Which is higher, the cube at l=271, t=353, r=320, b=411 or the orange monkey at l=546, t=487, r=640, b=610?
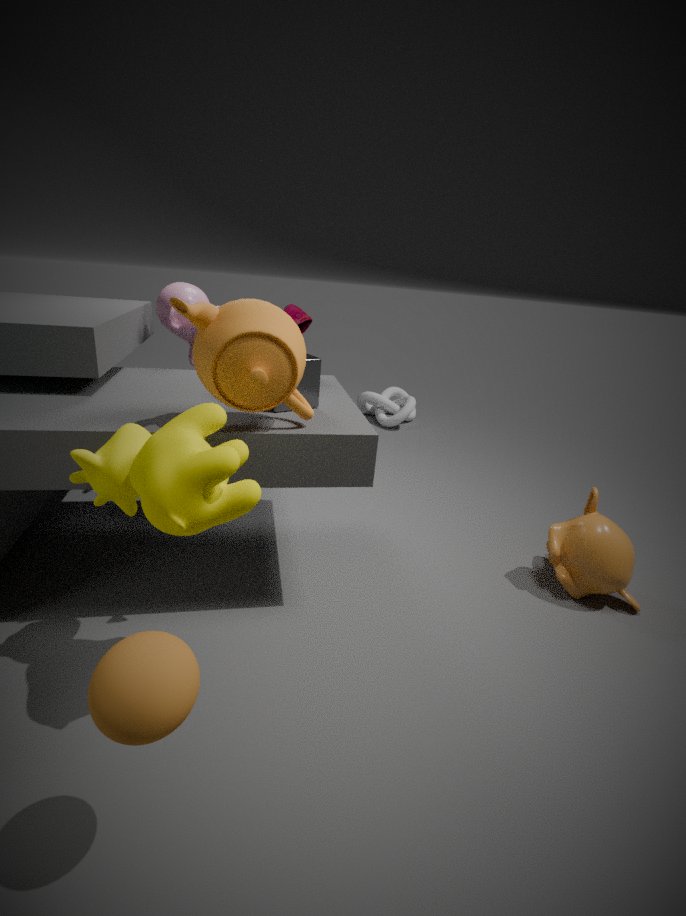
the cube at l=271, t=353, r=320, b=411
